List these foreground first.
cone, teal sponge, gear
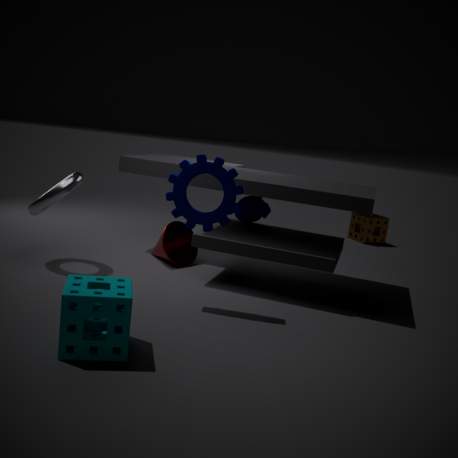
teal sponge
gear
cone
